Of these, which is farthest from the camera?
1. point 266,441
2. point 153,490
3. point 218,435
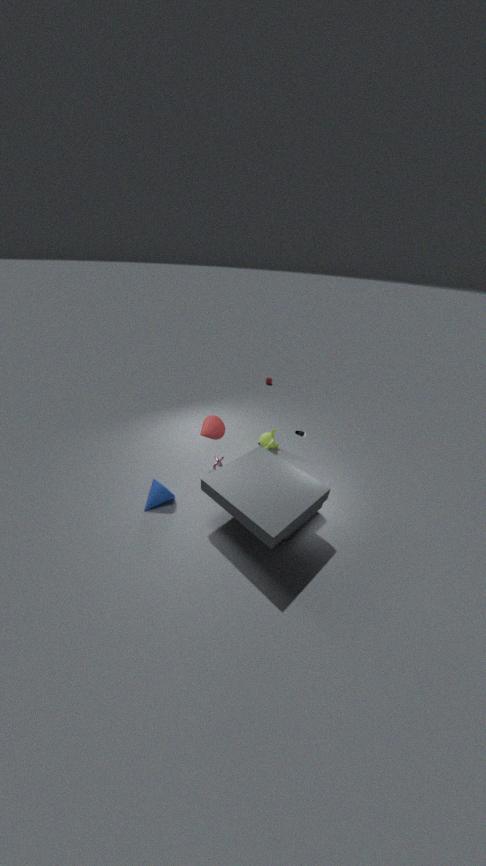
point 266,441
